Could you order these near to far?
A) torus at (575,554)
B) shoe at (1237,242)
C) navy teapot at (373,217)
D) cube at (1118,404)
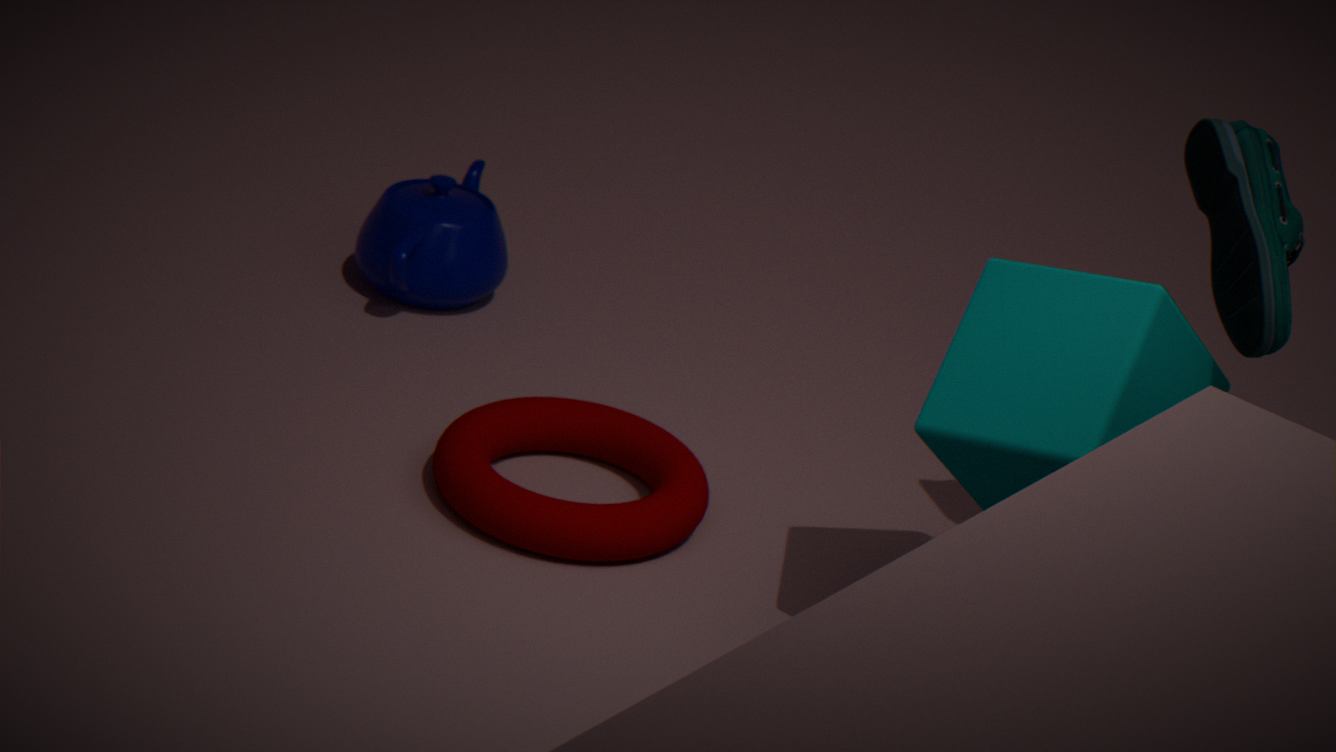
cube at (1118,404)
shoe at (1237,242)
torus at (575,554)
navy teapot at (373,217)
